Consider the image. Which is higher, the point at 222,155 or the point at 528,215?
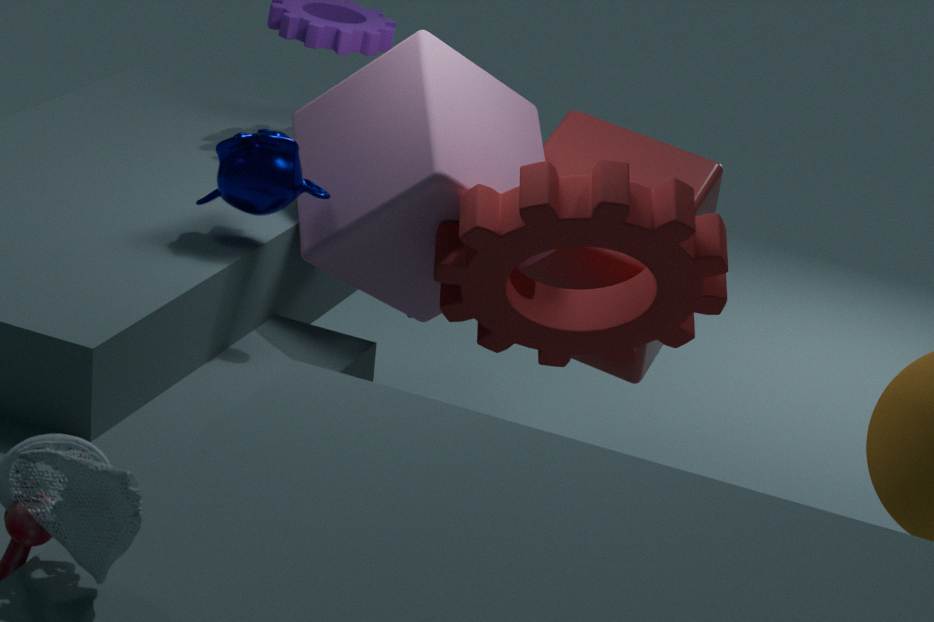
the point at 222,155
